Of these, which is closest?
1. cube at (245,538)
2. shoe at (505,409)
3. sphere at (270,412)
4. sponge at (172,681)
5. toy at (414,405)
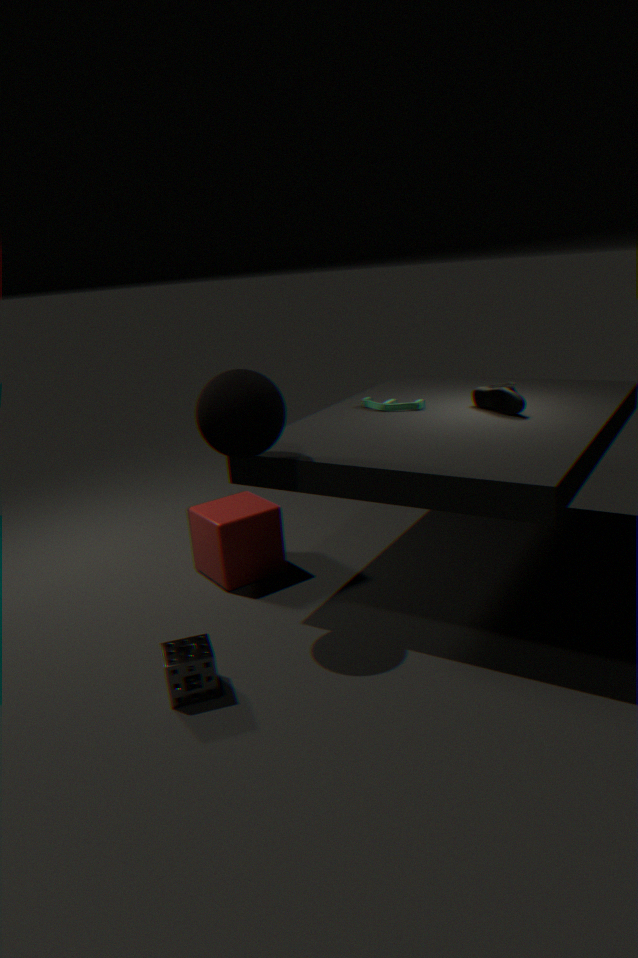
sponge at (172,681)
